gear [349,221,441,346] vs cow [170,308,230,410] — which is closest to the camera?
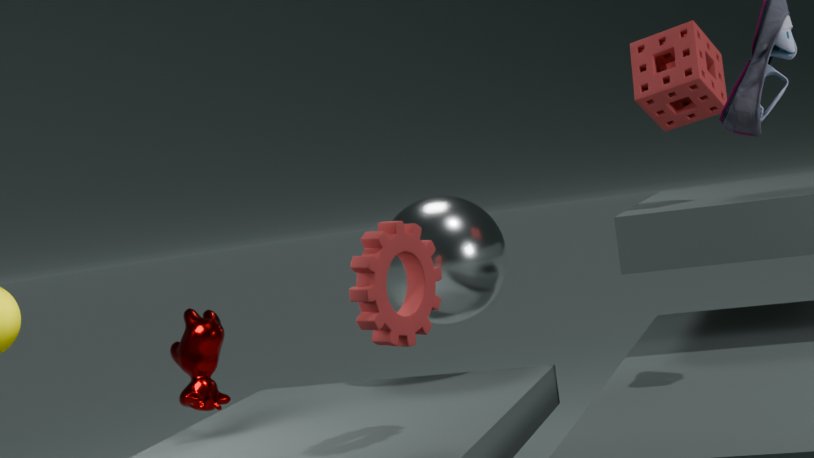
gear [349,221,441,346]
